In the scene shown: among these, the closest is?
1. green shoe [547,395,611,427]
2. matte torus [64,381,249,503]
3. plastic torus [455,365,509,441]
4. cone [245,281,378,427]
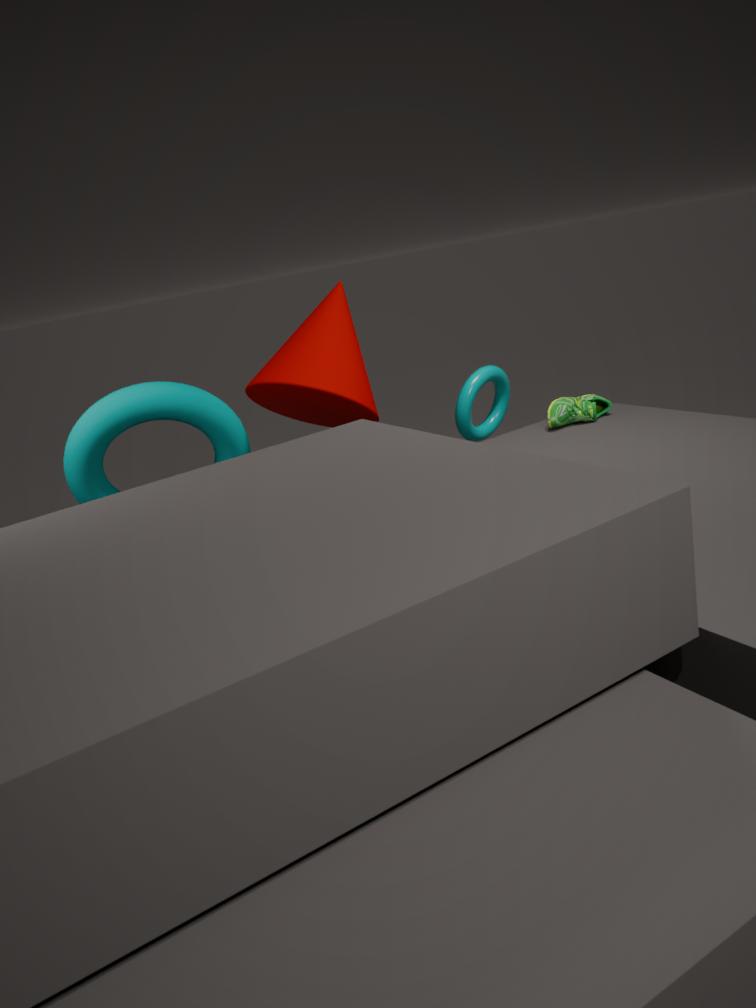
matte torus [64,381,249,503]
